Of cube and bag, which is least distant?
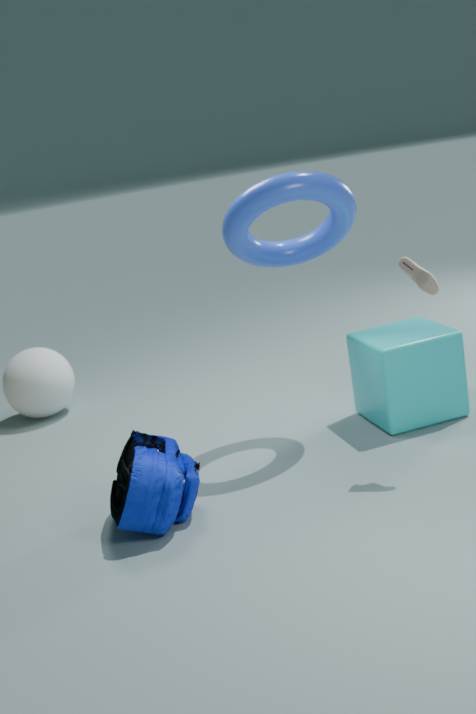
bag
